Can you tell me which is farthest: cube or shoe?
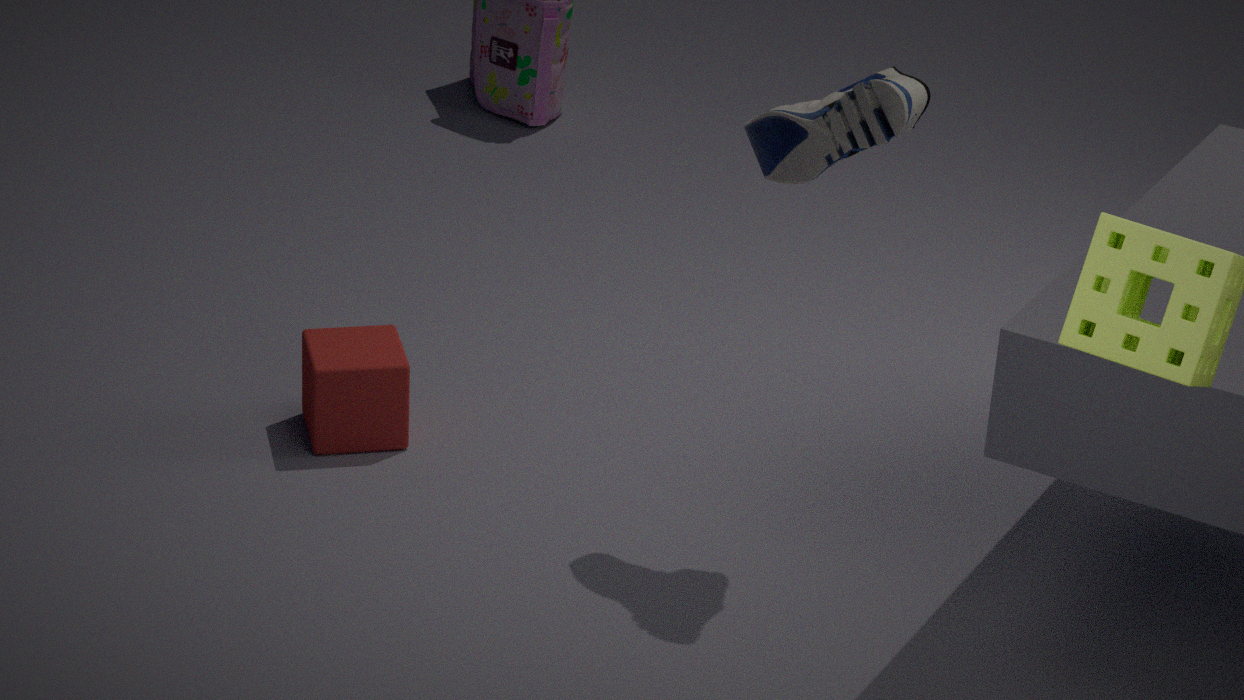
cube
